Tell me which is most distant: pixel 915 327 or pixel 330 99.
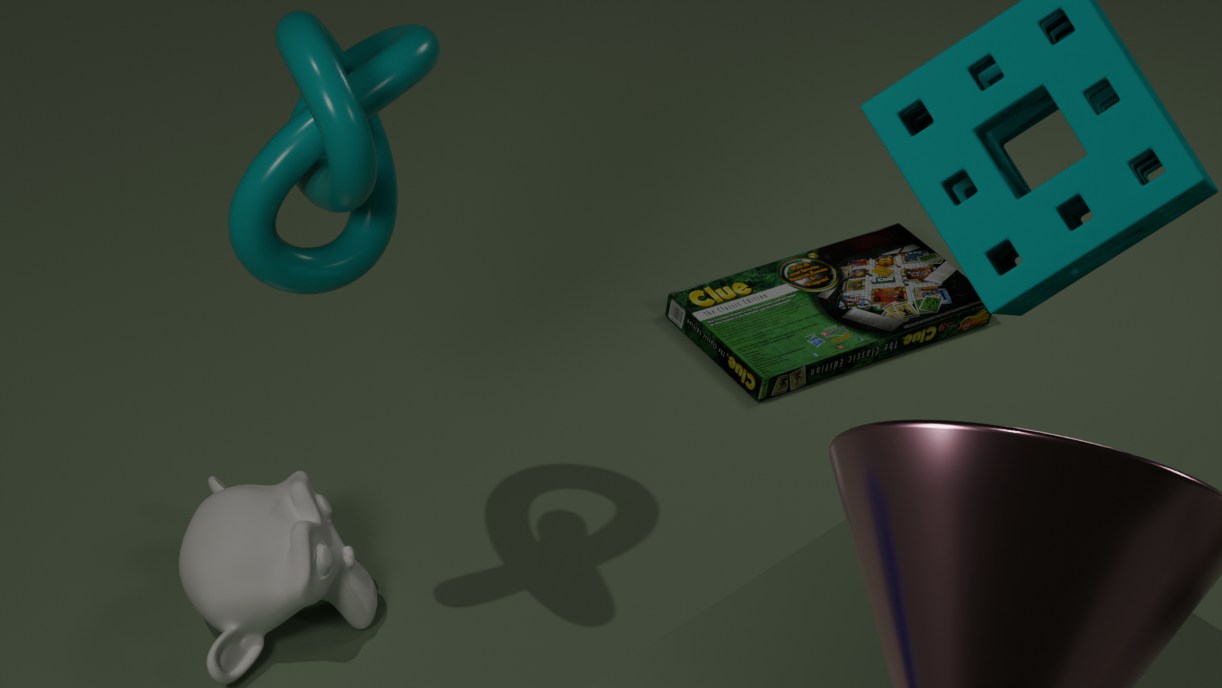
pixel 915 327
